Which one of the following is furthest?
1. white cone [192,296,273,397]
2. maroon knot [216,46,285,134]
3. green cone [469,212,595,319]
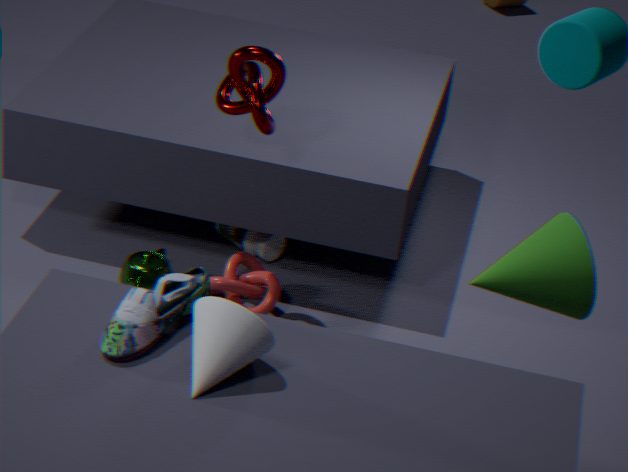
maroon knot [216,46,285,134]
